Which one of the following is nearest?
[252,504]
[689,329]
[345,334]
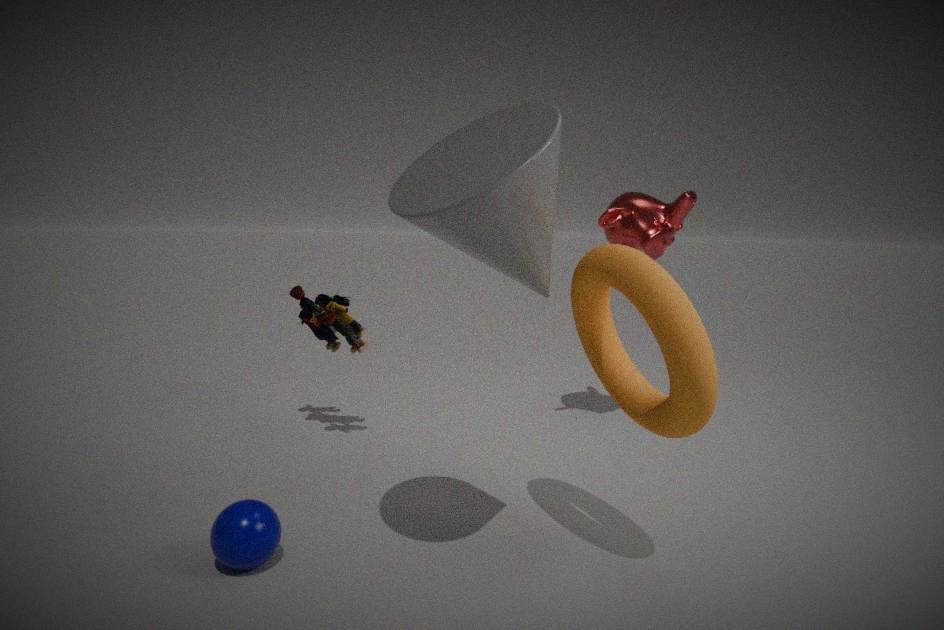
[689,329]
